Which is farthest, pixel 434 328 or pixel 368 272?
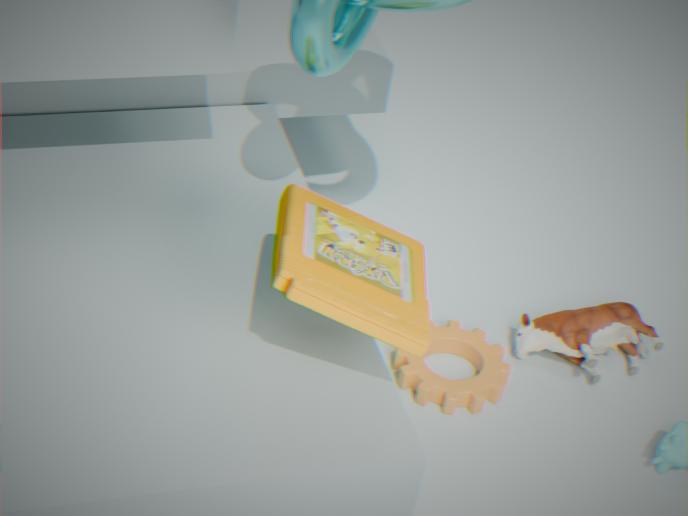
pixel 434 328
